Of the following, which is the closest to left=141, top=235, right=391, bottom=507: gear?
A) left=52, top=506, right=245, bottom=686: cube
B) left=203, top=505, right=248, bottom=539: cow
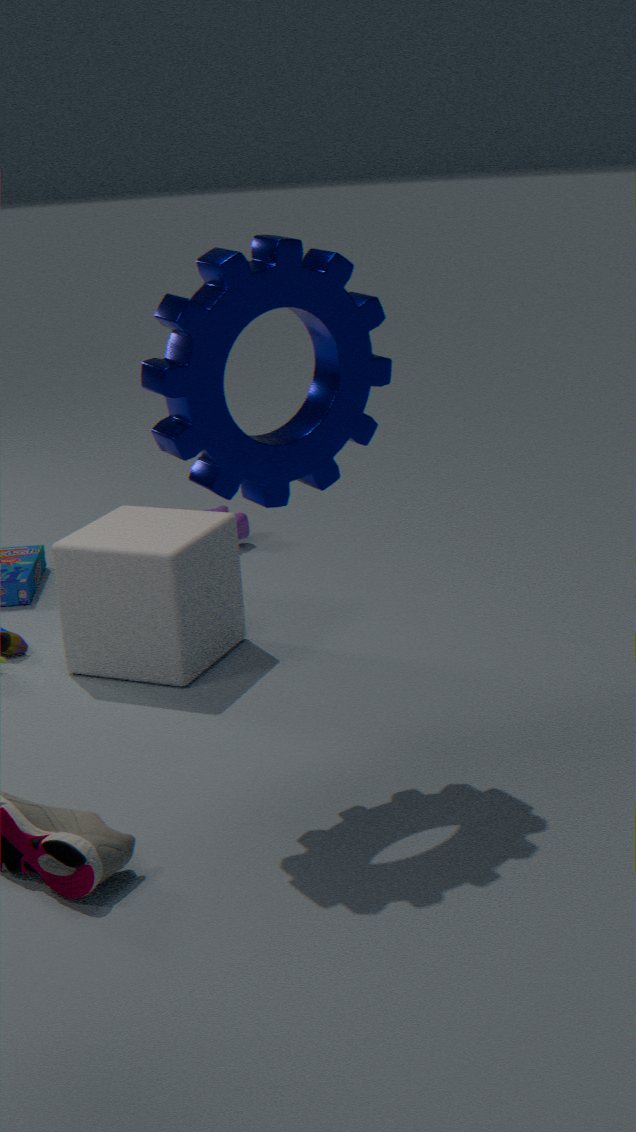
left=52, top=506, right=245, bottom=686: cube
